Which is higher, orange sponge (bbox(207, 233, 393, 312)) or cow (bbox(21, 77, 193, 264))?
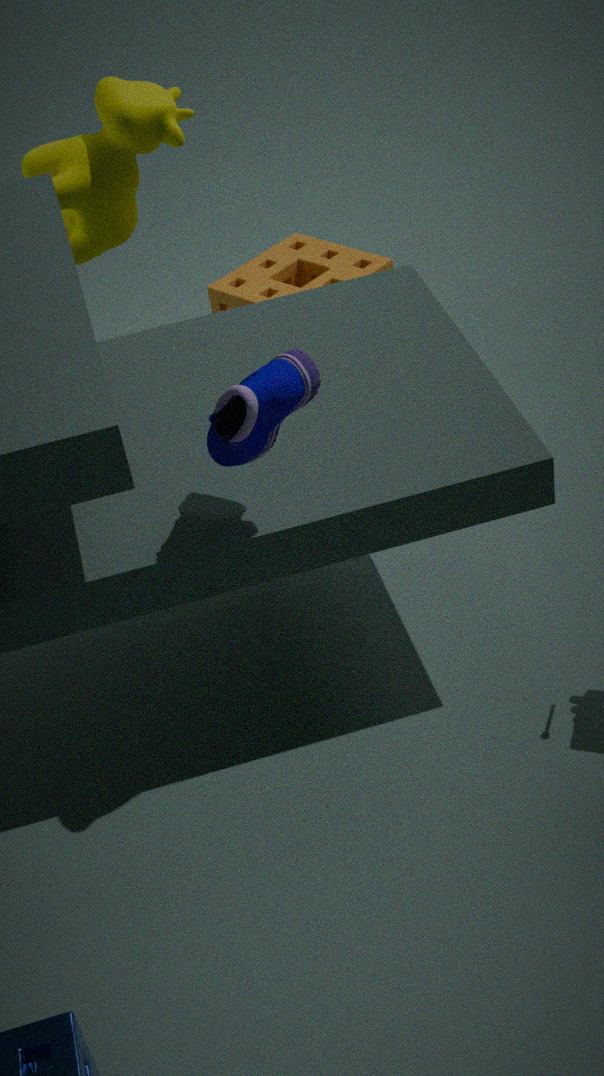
cow (bbox(21, 77, 193, 264))
